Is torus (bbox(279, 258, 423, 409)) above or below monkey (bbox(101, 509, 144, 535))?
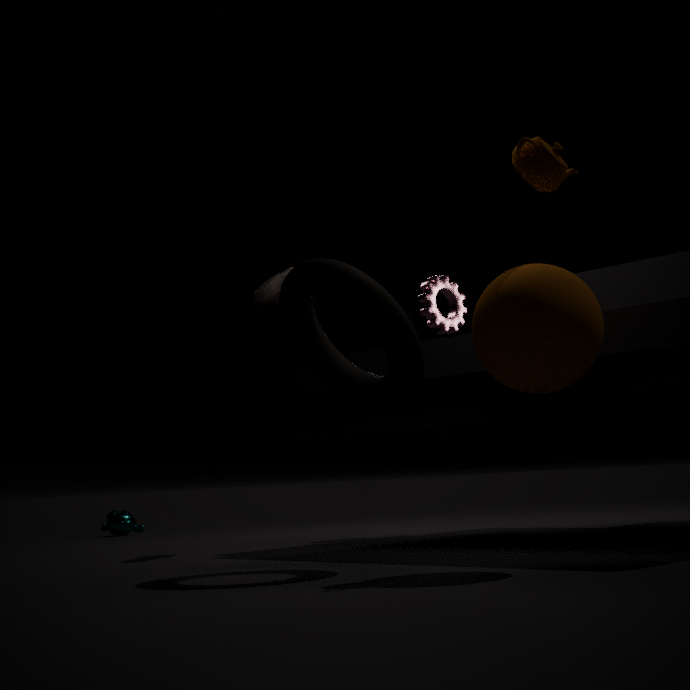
above
